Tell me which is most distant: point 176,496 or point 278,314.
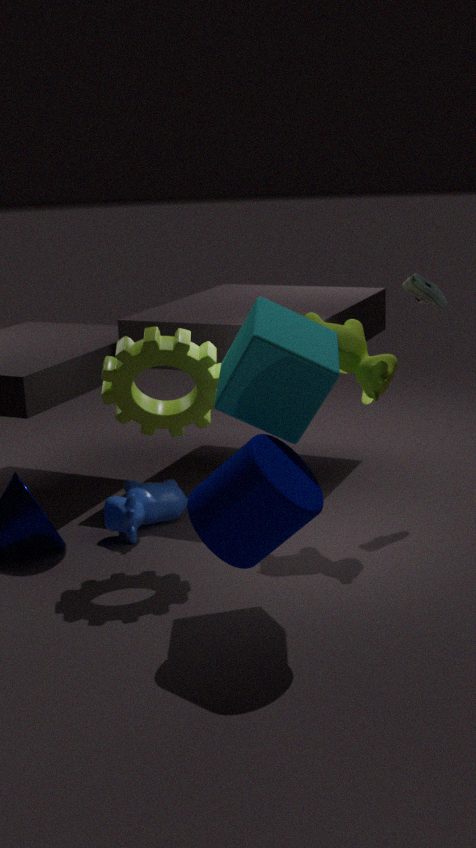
point 176,496
